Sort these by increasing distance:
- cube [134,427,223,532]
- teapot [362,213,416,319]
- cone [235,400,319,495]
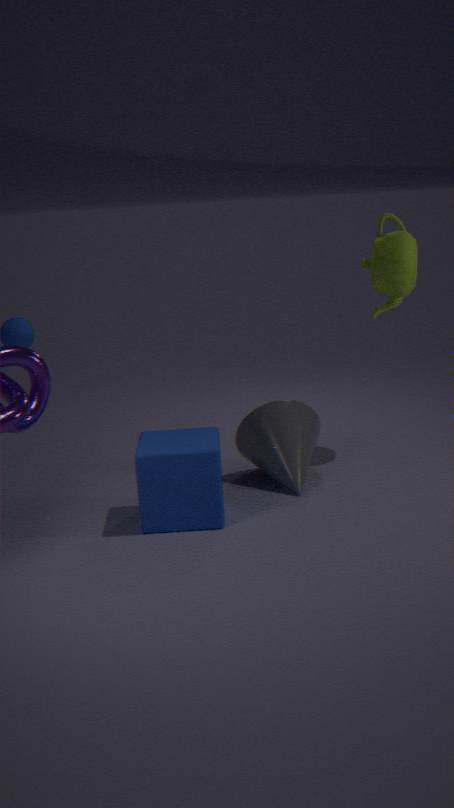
cube [134,427,223,532], cone [235,400,319,495], teapot [362,213,416,319]
